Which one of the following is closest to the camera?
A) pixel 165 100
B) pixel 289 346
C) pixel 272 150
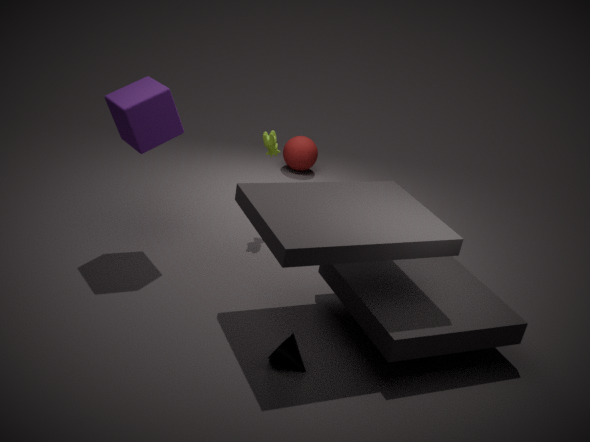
pixel 289 346
